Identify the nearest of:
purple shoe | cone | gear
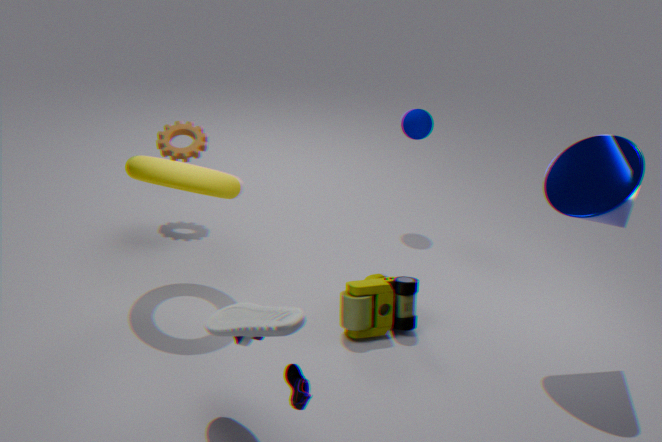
purple shoe
